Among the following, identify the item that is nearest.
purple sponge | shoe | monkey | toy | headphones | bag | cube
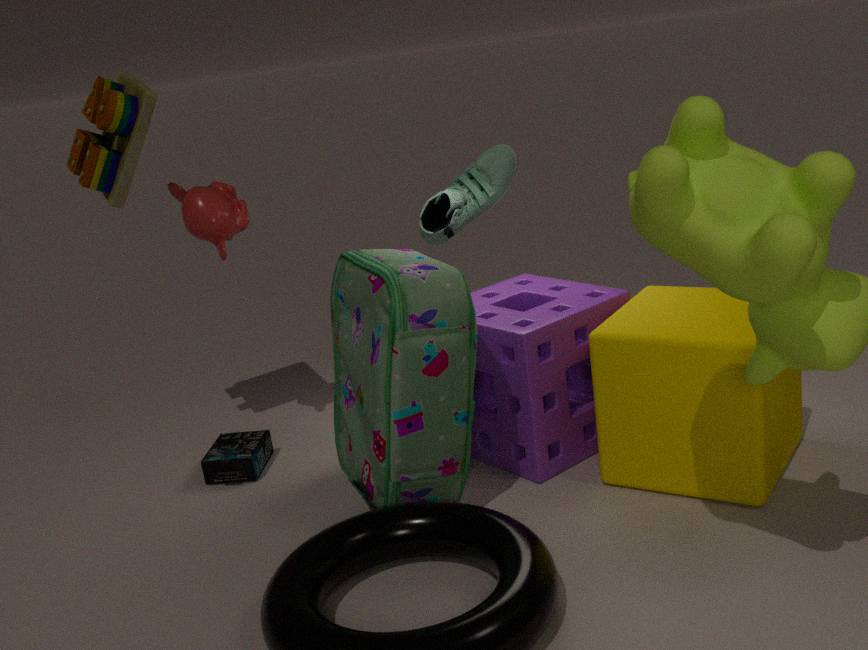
cube
